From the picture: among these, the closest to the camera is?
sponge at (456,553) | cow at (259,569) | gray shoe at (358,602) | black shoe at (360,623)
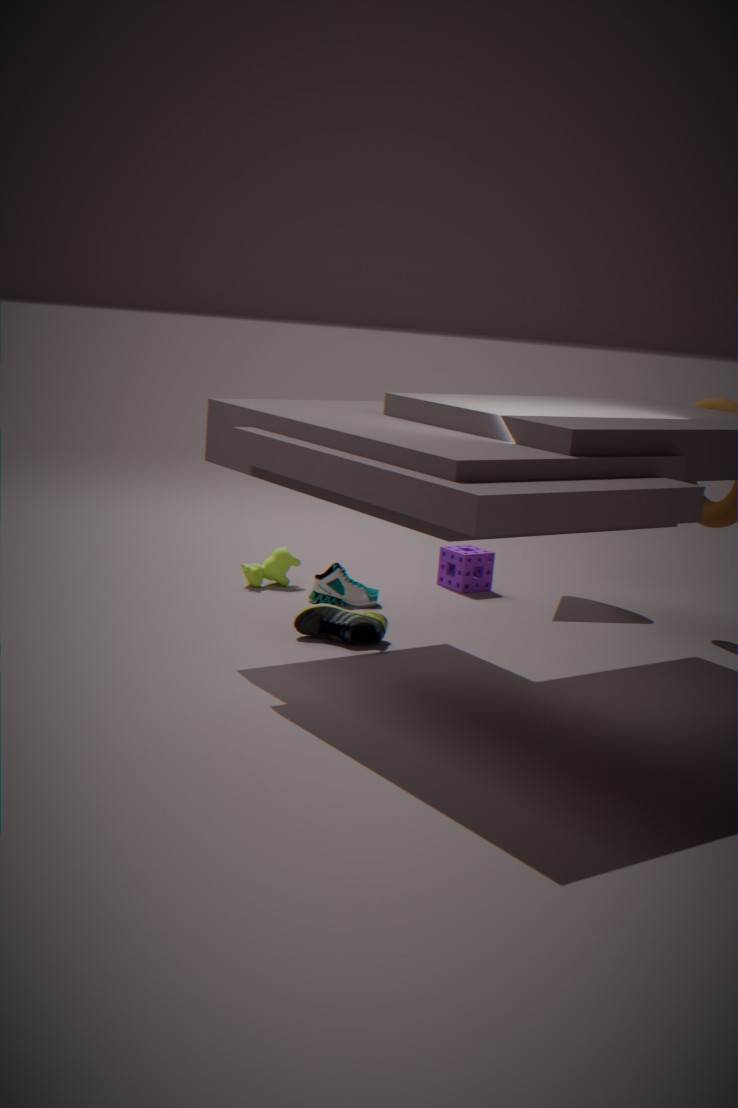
black shoe at (360,623)
